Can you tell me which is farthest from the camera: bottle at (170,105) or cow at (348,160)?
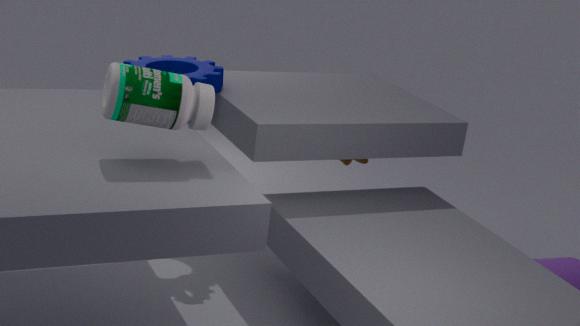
cow at (348,160)
